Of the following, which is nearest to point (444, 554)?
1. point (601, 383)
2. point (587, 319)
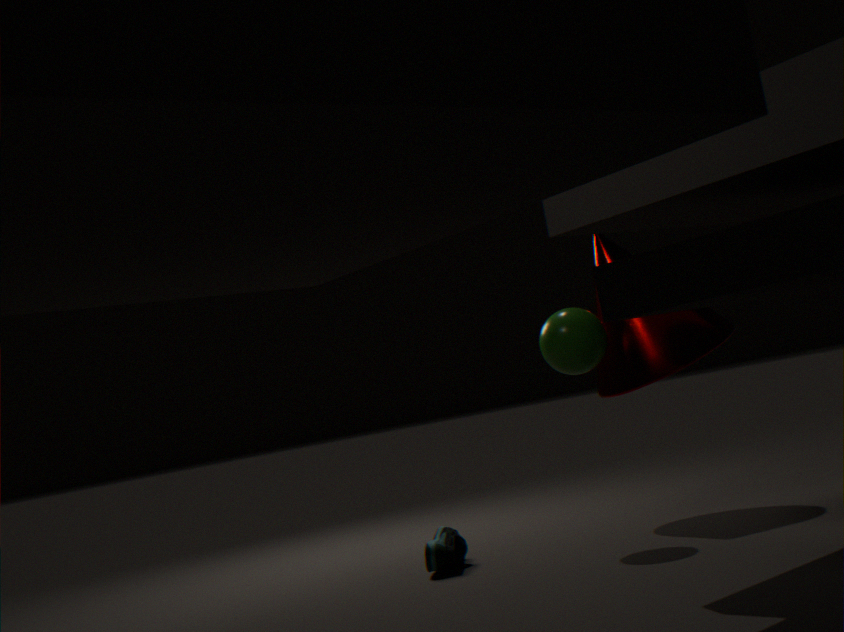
point (587, 319)
